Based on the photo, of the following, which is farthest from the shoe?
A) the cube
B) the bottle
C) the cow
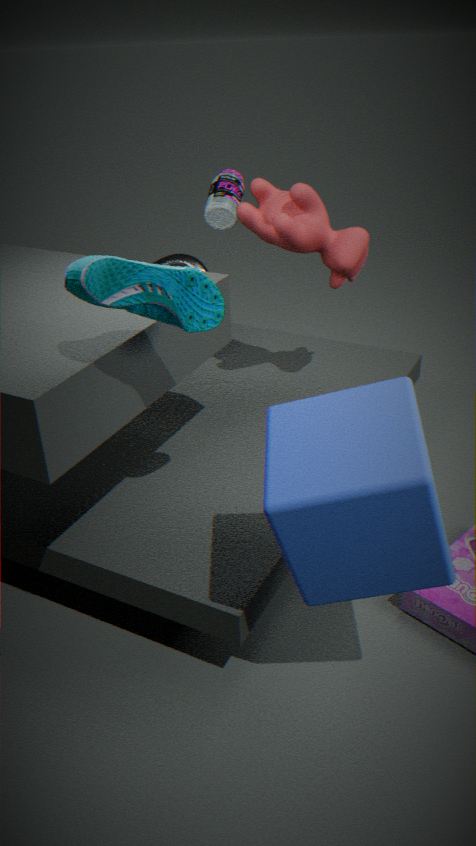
the bottle
